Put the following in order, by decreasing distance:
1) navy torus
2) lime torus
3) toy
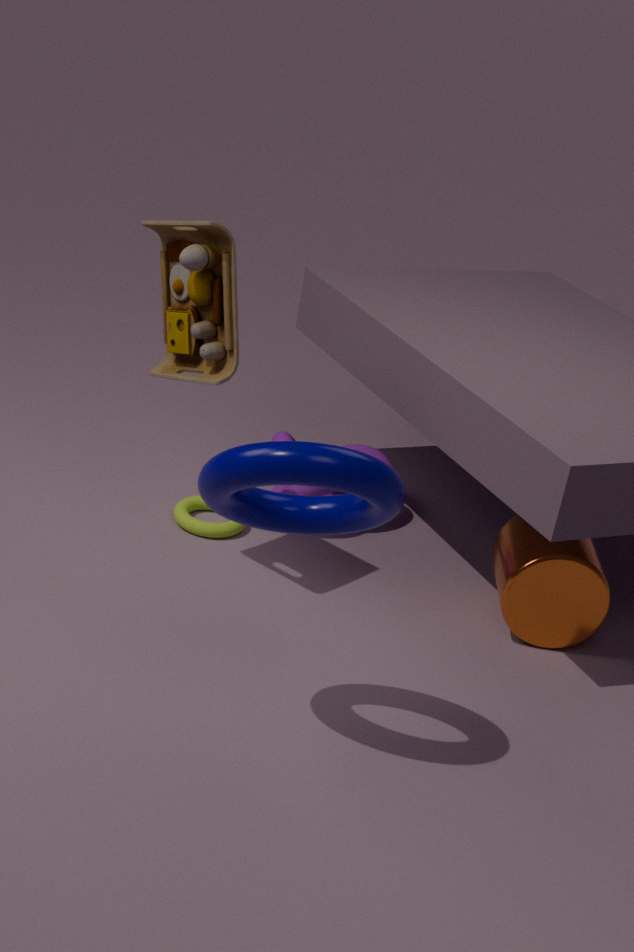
2. lime torus → 3. toy → 1. navy torus
